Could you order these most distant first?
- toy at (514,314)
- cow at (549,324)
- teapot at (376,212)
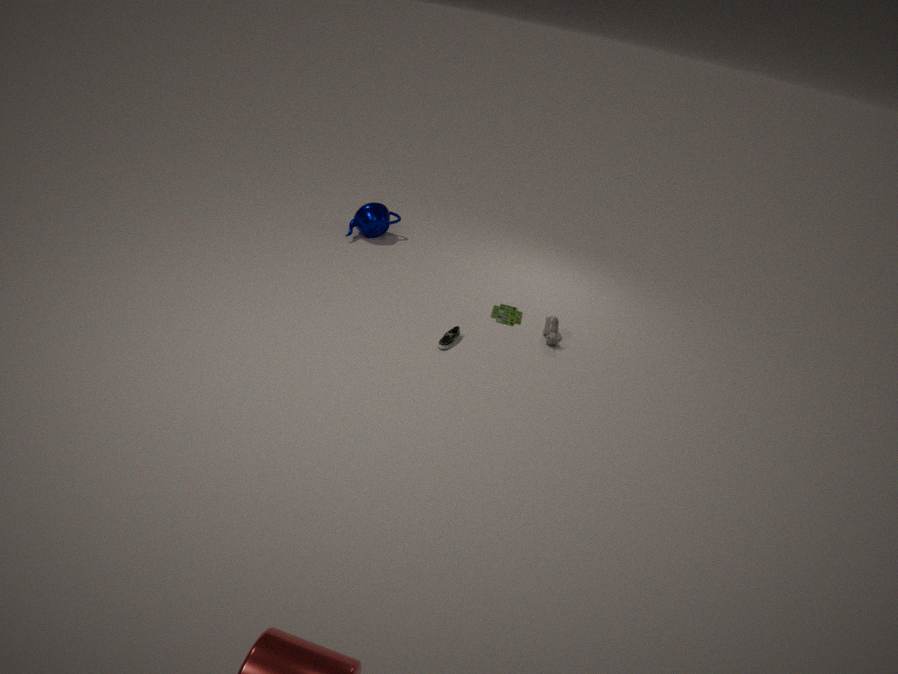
1. teapot at (376,212)
2. toy at (514,314)
3. cow at (549,324)
